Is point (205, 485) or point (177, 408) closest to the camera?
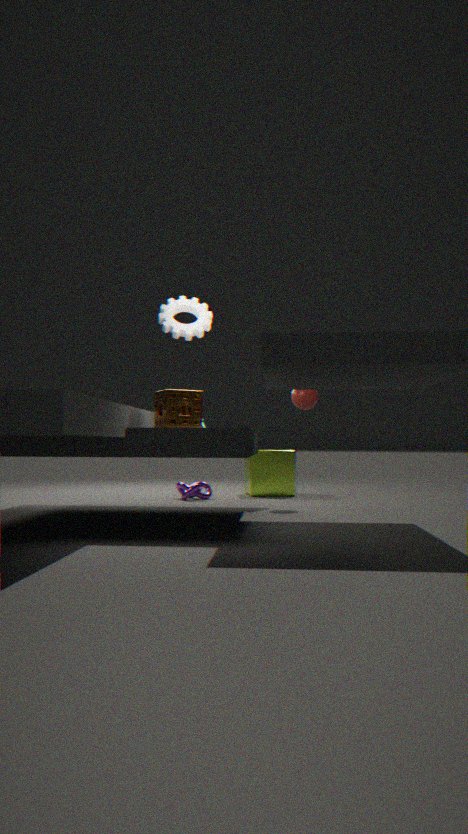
point (177, 408)
